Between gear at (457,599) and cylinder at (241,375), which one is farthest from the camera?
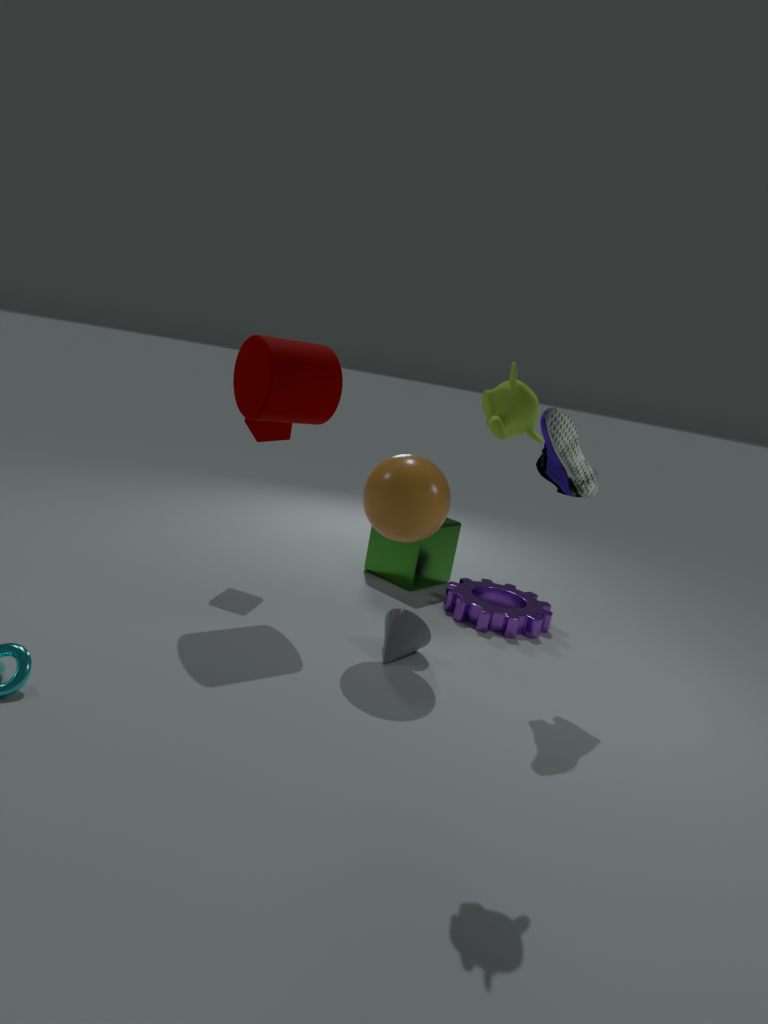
gear at (457,599)
